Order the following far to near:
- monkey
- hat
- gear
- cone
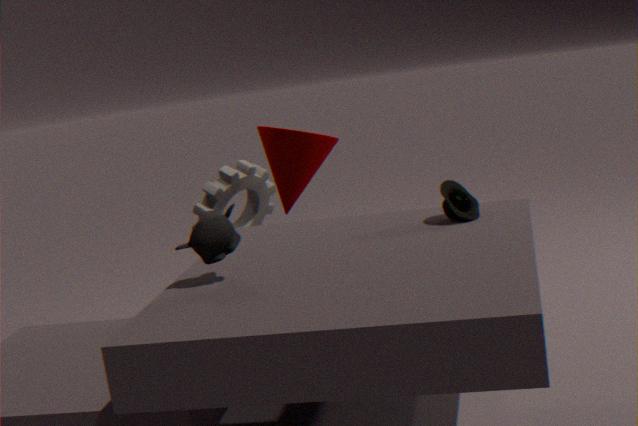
gear < cone < hat < monkey
